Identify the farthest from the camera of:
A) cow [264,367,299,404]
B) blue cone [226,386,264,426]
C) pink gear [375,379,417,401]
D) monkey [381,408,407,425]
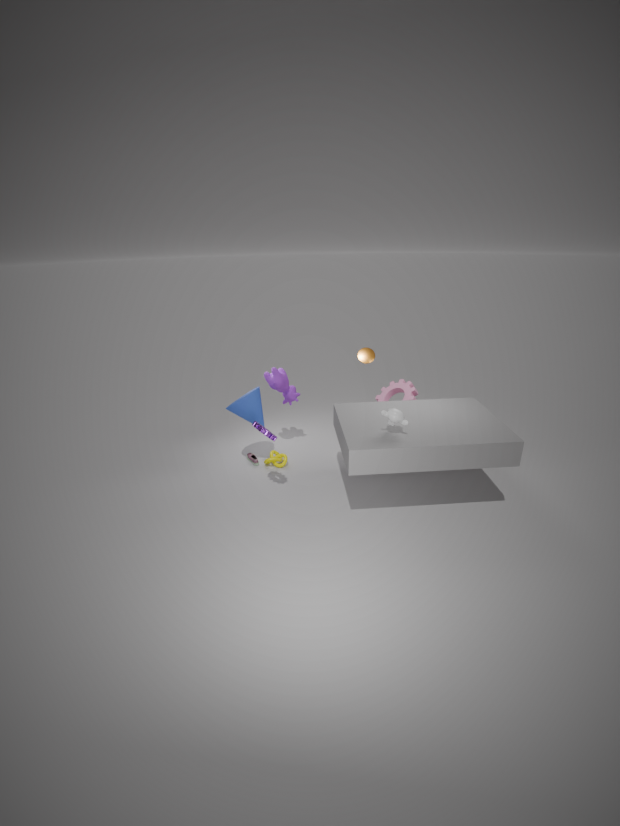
pink gear [375,379,417,401]
